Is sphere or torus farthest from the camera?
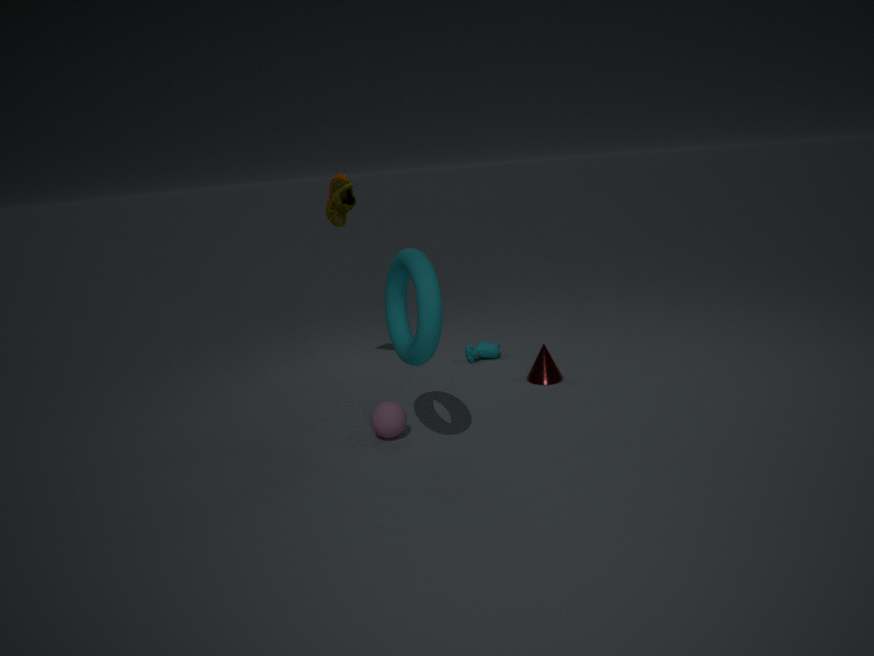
sphere
